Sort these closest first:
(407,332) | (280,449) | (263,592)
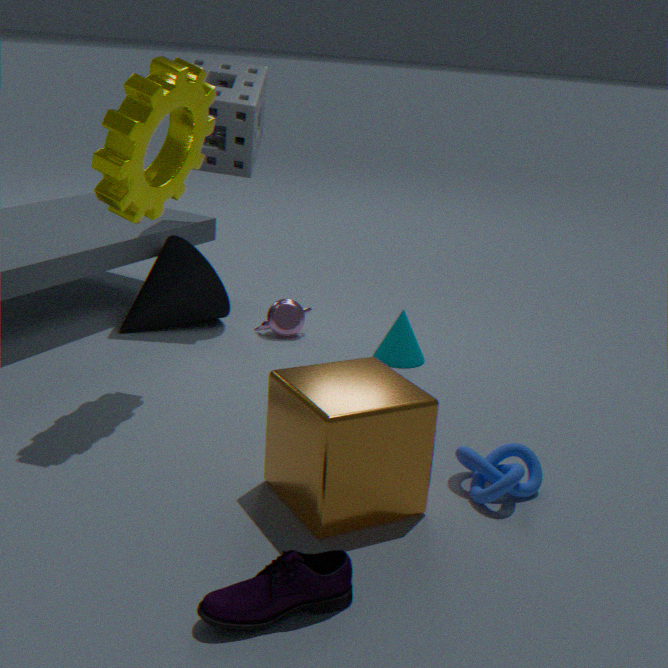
1. (263,592)
2. (280,449)
3. (407,332)
